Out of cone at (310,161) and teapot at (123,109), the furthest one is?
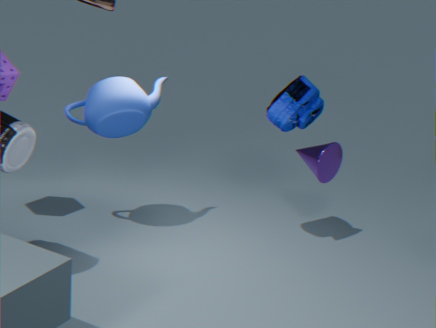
cone at (310,161)
